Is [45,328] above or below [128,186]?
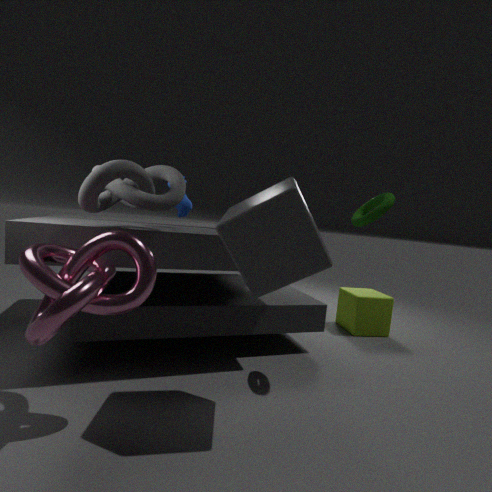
below
